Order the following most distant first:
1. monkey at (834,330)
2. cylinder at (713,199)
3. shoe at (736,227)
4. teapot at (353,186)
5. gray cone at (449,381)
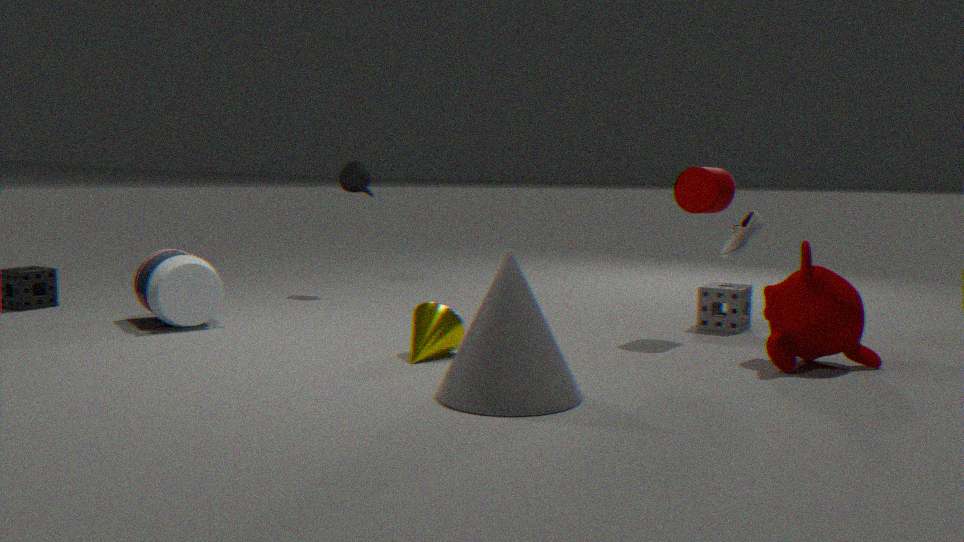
1. teapot at (353,186)
2. shoe at (736,227)
3. cylinder at (713,199)
4. monkey at (834,330)
5. gray cone at (449,381)
